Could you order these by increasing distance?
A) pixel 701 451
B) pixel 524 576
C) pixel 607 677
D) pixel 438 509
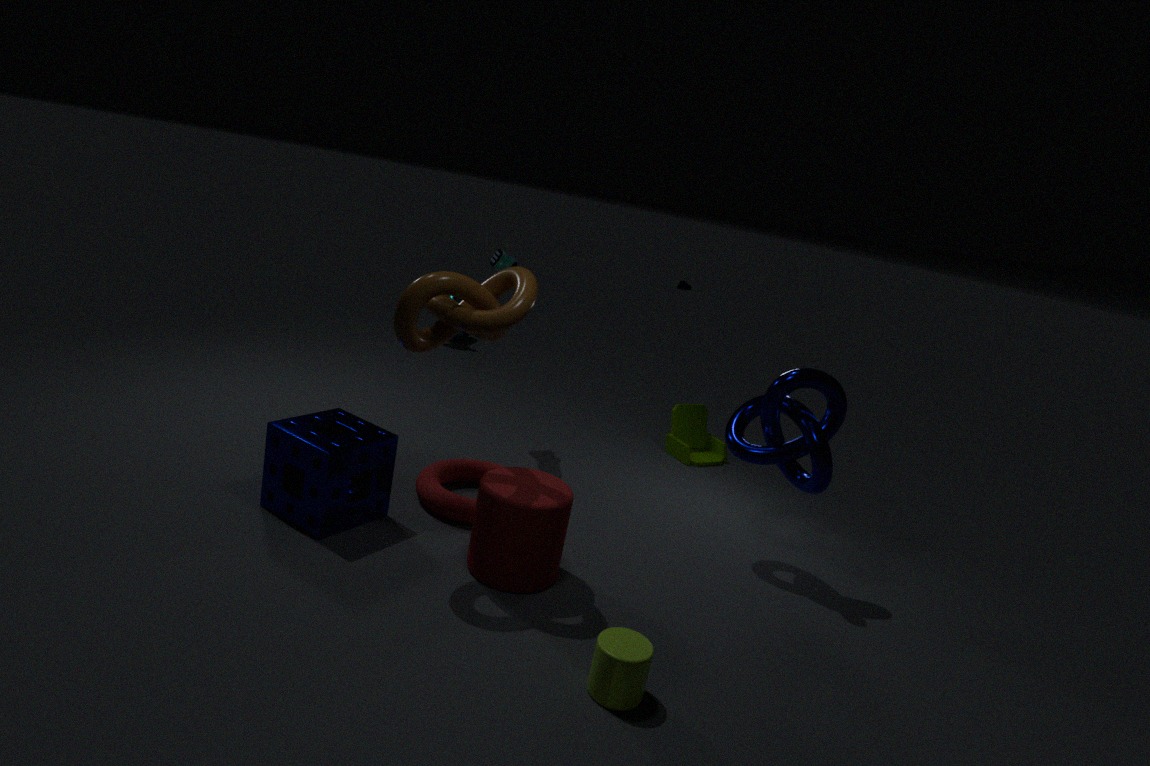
pixel 607 677 < pixel 524 576 < pixel 438 509 < pixel 701 451
